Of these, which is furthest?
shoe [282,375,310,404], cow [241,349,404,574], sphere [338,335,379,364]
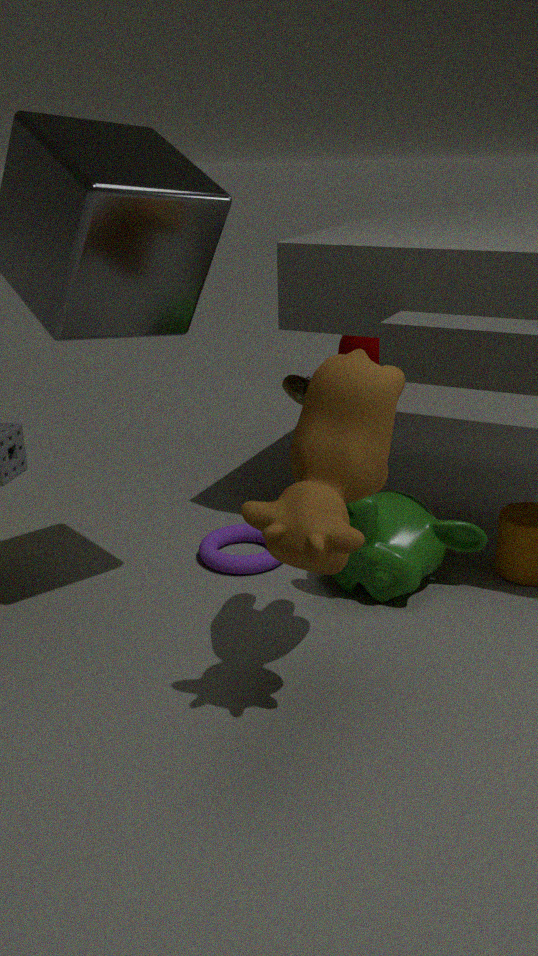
sphere [338,335,379,364]
